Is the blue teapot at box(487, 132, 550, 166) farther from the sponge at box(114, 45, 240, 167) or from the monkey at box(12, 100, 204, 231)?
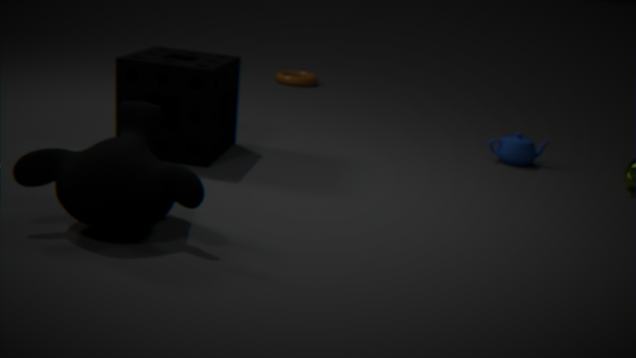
the monkey at box(12, 100, 204, 231)
